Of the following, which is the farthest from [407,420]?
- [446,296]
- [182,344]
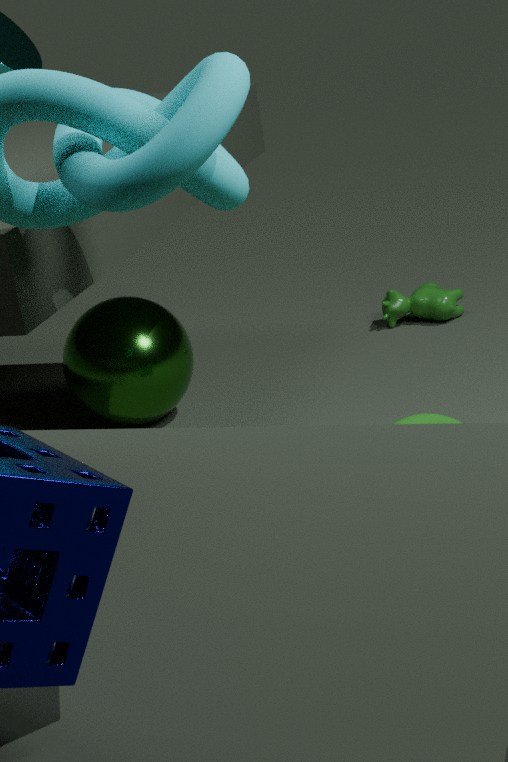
[446,296]
